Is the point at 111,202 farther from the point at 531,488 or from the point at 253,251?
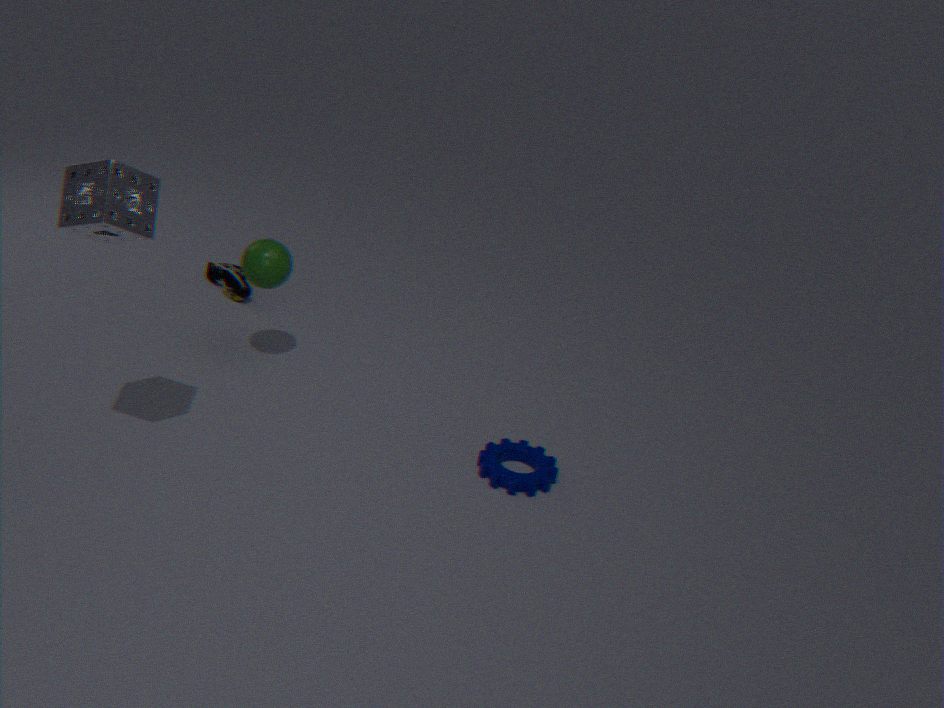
the point at 531,488
